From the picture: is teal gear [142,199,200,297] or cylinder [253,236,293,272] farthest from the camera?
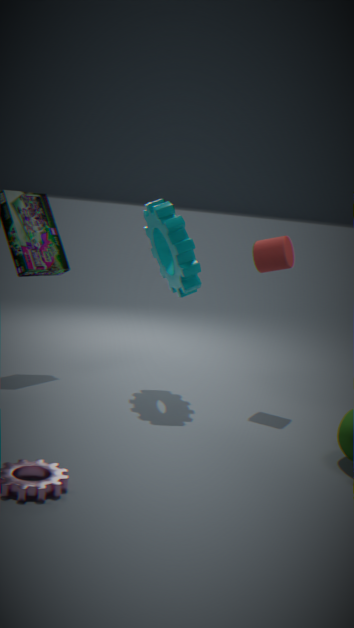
cylinder [253,236,293,272]
